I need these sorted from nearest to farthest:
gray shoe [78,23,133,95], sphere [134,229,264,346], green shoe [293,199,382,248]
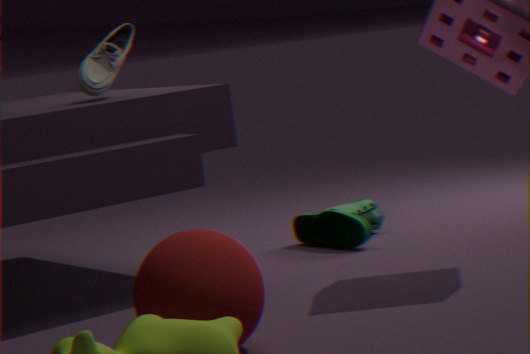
sphere [134,229,264,346] → gray shoe [78,23,133,95] → green shoe [293,199,382,248]
